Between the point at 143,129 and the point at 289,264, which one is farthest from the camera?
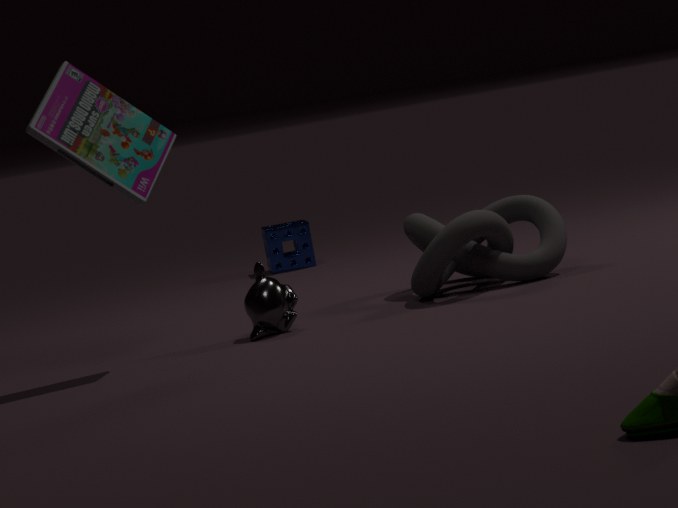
the point at 289,264
